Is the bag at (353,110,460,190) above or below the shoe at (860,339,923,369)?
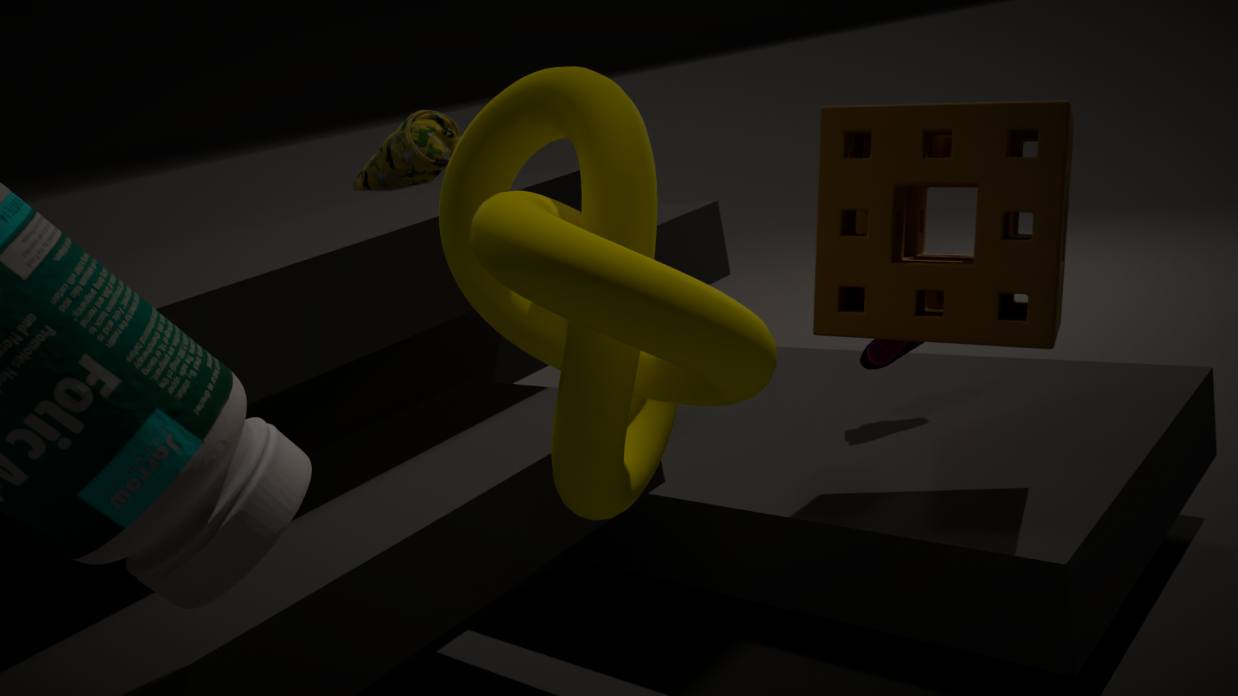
above
